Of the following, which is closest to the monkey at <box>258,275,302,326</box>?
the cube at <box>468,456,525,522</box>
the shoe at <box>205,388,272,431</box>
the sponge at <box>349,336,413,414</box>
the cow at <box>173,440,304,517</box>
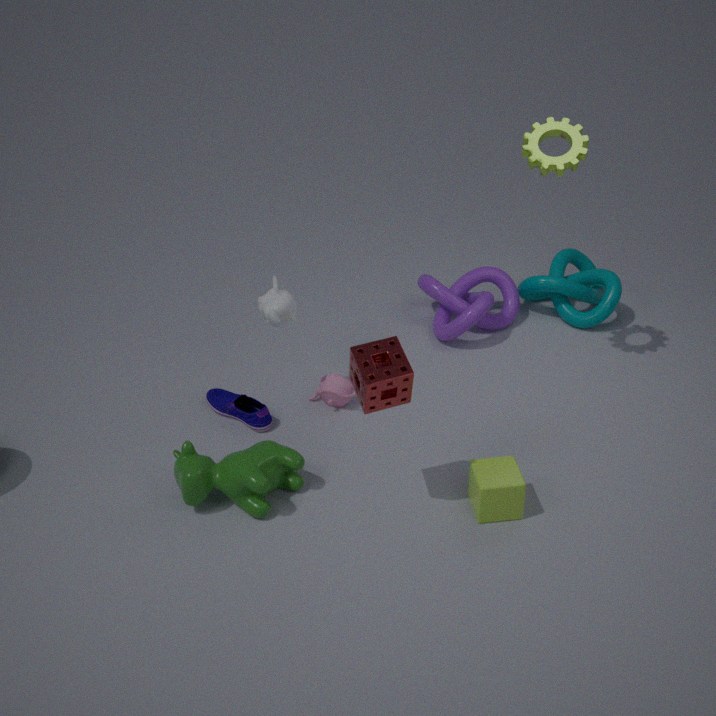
the shoe at <box>205,388,272,431</box>
